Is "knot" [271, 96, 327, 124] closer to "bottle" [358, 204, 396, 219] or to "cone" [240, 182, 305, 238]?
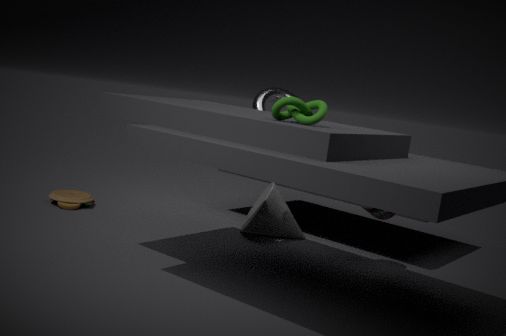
"bottle" [358, 204, 396, 219]
